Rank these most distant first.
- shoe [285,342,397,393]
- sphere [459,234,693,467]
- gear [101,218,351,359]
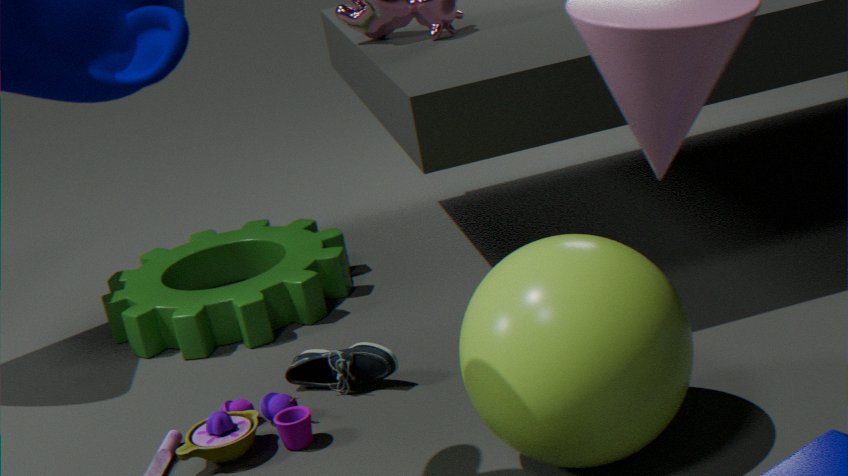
1. gear [101,218,351,359]
2. shoe [285,342,397,393]
3. sphere [459,234,693,467]
